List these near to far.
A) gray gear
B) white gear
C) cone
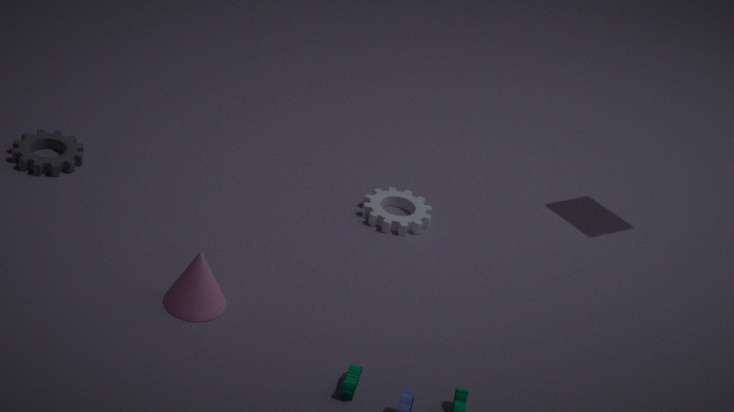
1. C. cone
2. A. gray gear
3. B. white gear
